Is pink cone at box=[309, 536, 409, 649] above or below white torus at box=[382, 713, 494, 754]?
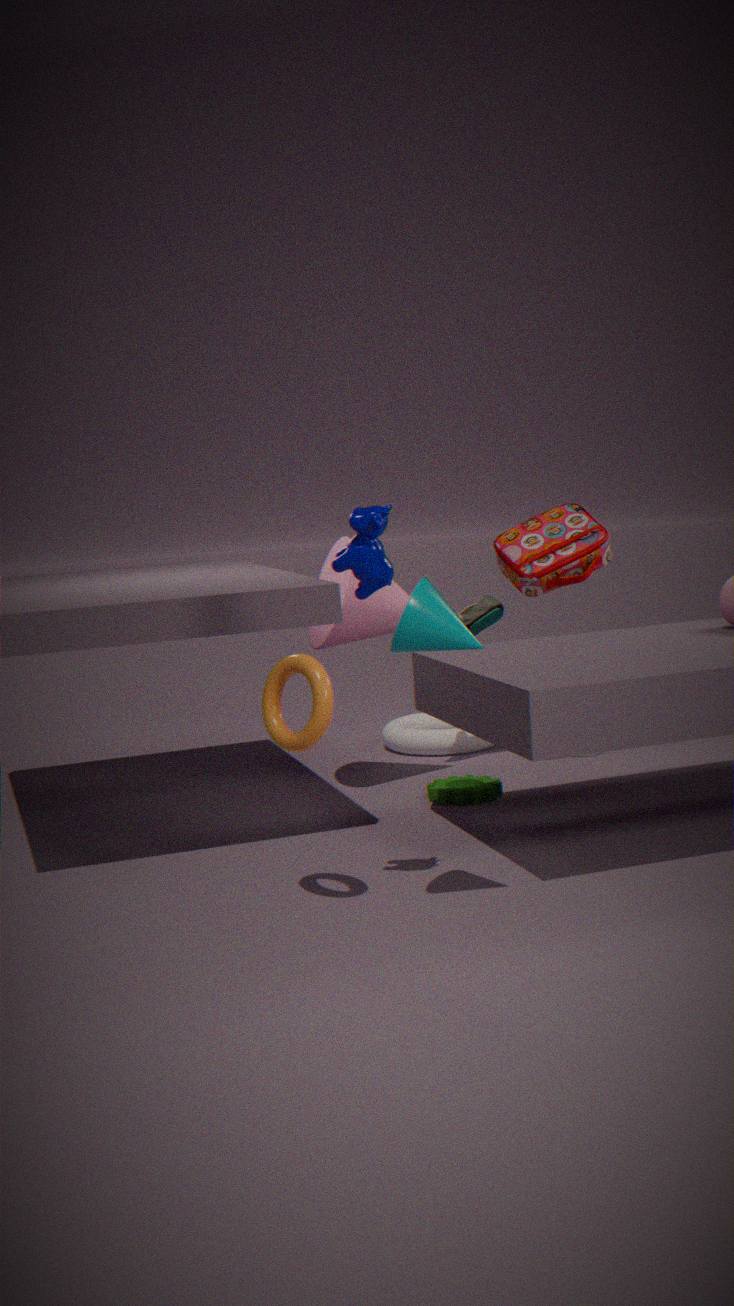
above
